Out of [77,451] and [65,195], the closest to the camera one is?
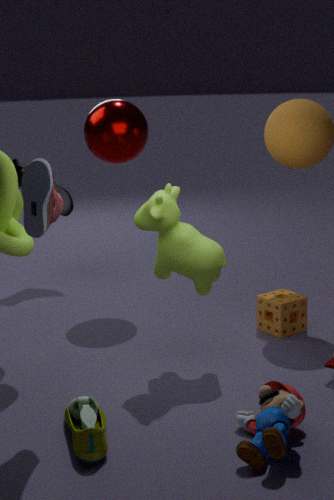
[77,451]
